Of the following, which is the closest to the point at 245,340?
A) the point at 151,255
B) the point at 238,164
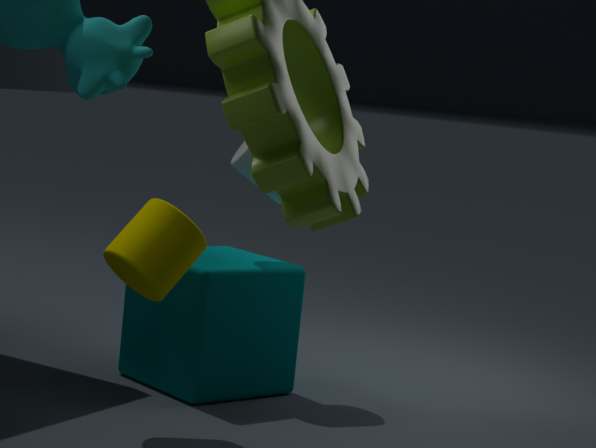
the point at 238,164
